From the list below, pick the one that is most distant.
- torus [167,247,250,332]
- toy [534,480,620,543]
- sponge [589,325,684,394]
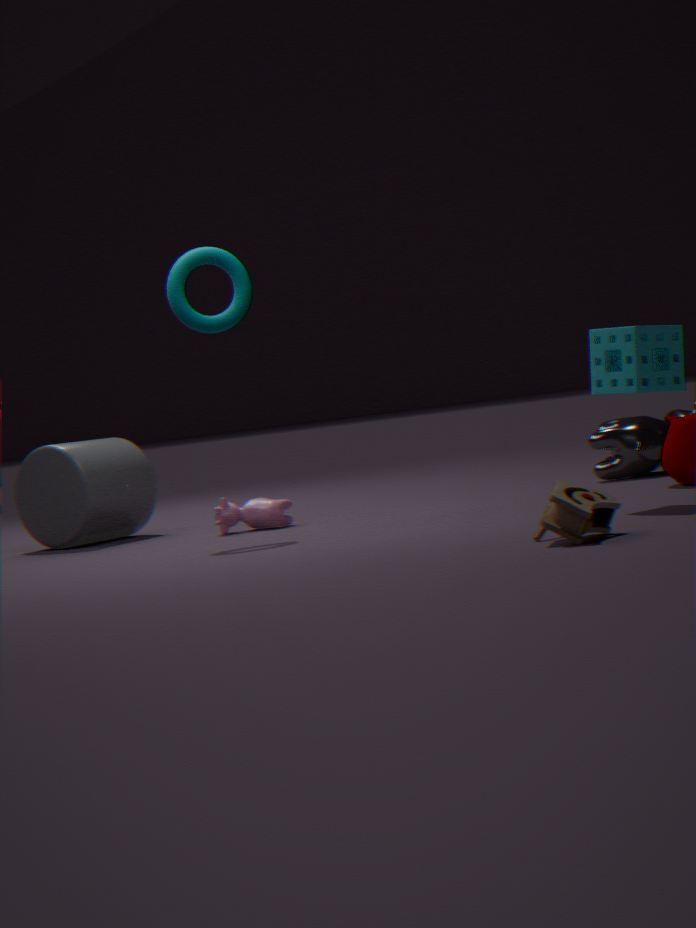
torus [167,247,250,332]
